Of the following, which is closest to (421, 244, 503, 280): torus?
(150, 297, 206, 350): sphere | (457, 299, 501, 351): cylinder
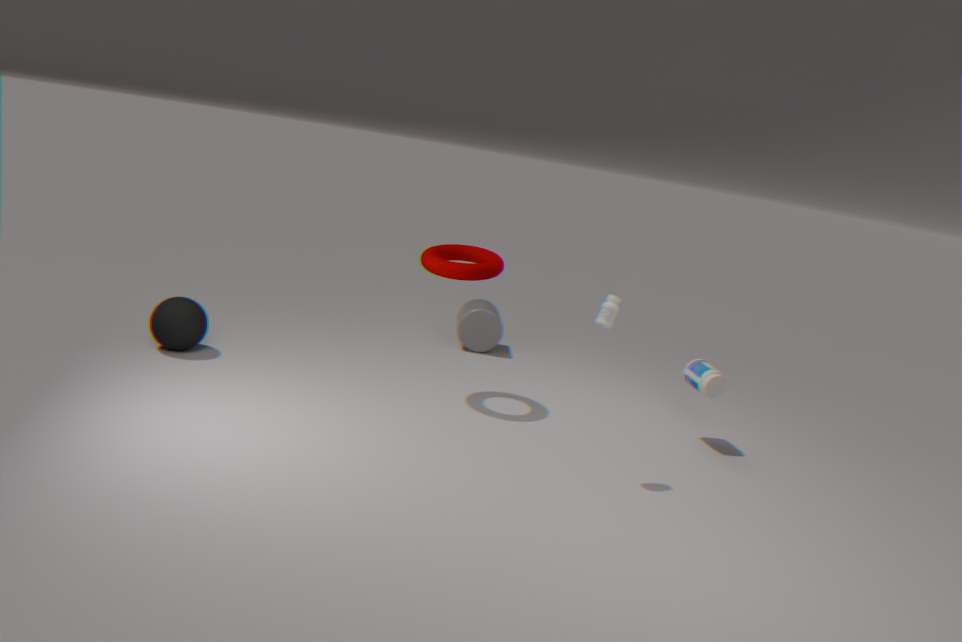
(457, 299, 501, 351): cylinder
